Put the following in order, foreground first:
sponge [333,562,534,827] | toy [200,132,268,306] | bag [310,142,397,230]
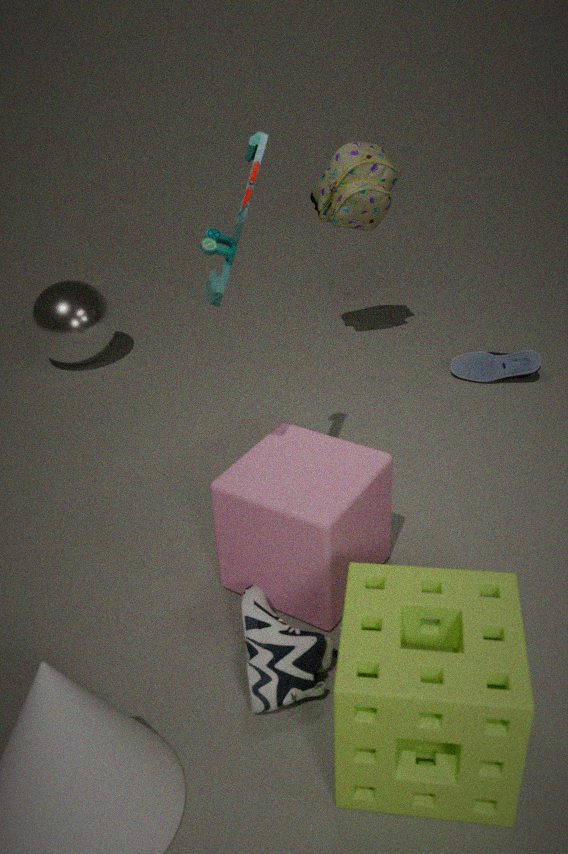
sponge [333,562,534,827], toy [200,132,268,306], bag [310,142,397,230]
